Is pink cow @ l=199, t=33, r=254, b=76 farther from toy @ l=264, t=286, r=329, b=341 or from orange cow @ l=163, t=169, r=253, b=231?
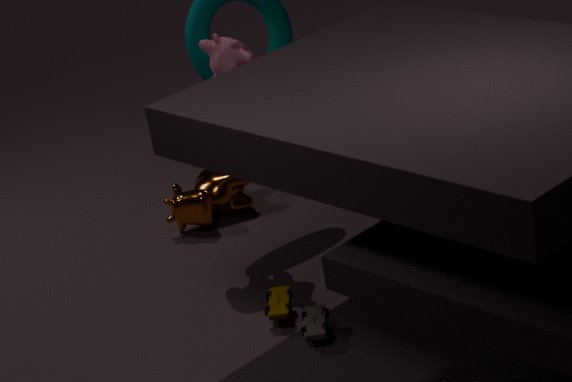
toy @ l=264, t=286, r=329, b=341
